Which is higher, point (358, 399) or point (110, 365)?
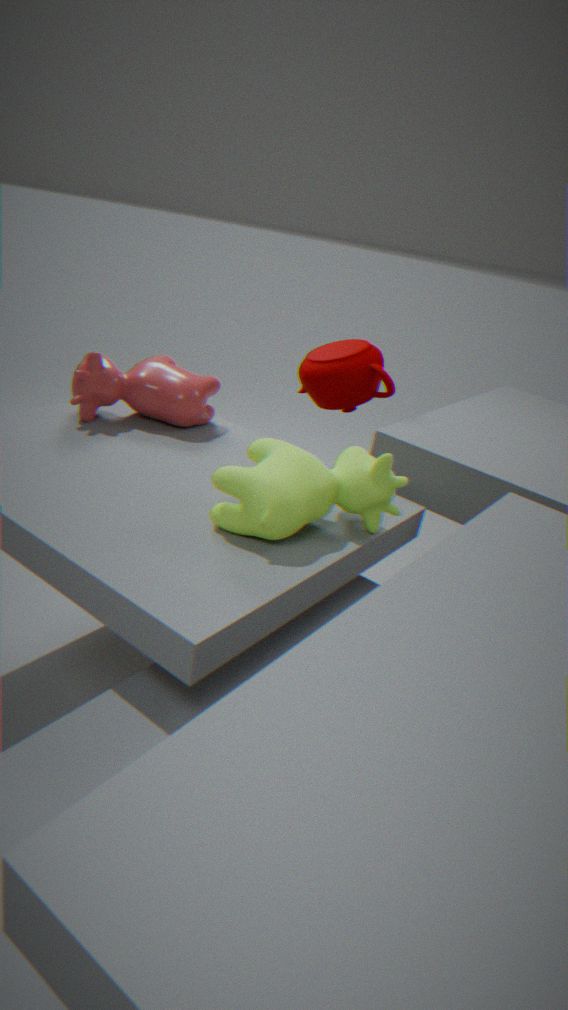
point (358, 399)
